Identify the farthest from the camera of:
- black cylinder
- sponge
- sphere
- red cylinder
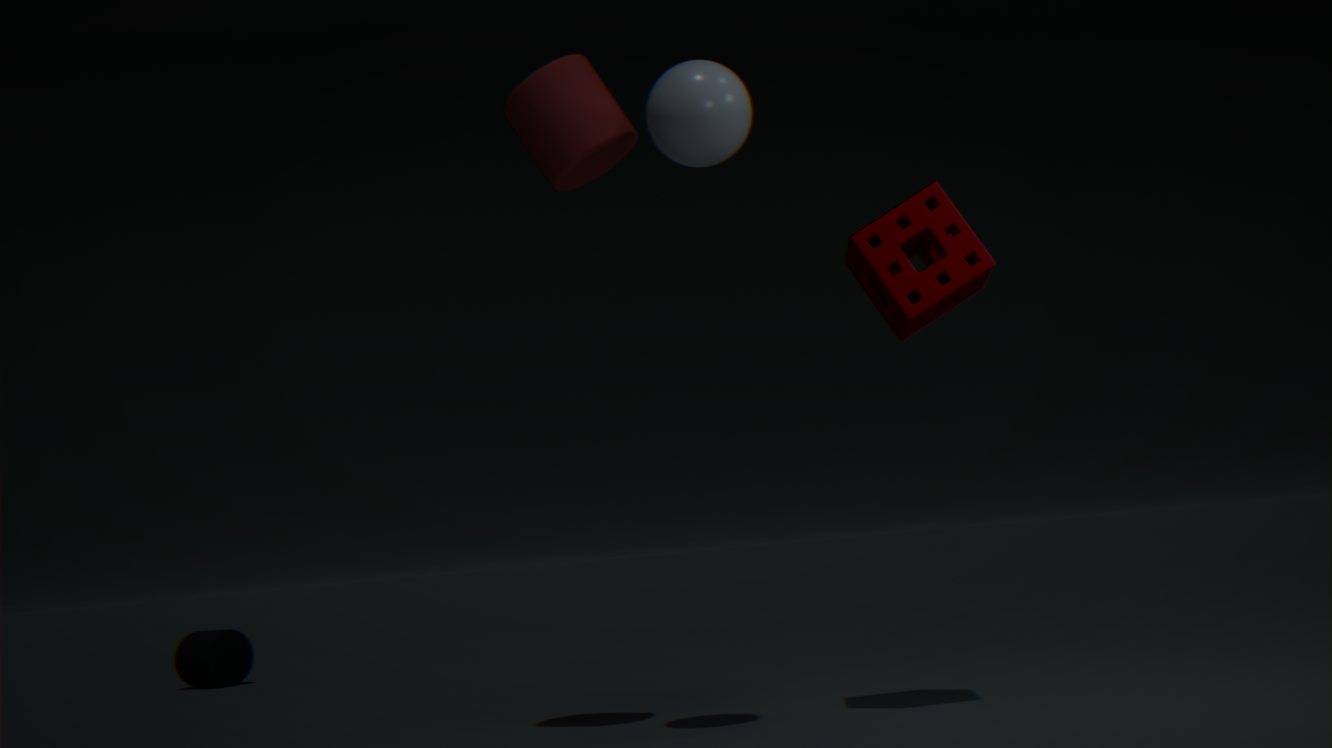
black cylinder
